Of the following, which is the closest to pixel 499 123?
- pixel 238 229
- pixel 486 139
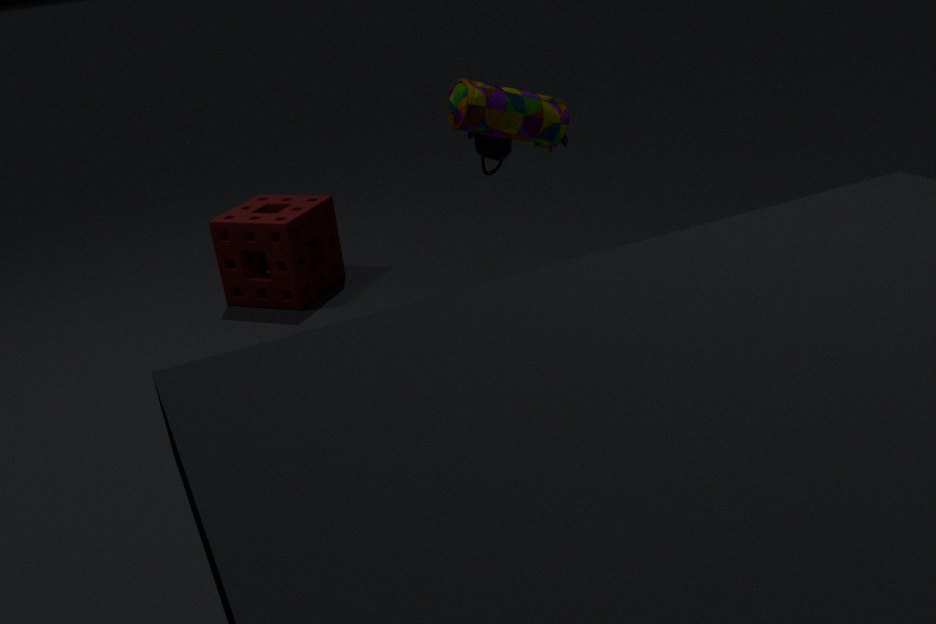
pixel 486 139
